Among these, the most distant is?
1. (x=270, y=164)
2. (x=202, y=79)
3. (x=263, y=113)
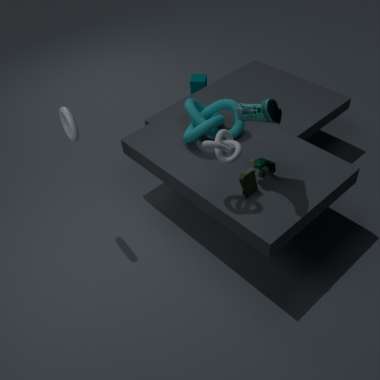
(x=202, y=79)
